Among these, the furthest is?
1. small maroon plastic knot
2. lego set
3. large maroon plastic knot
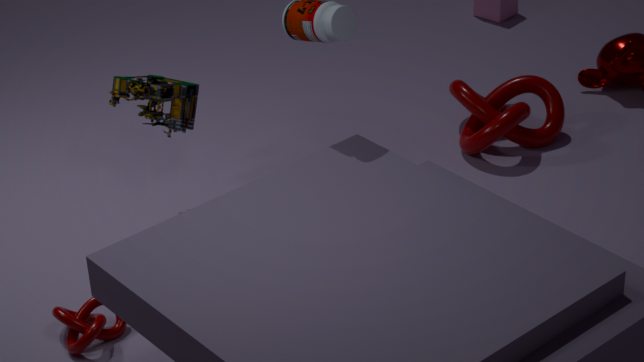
large maroon plastic knot
